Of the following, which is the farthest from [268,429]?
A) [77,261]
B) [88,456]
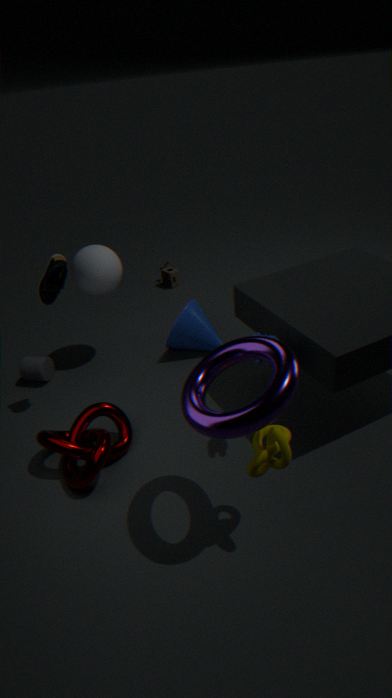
[77,261]
